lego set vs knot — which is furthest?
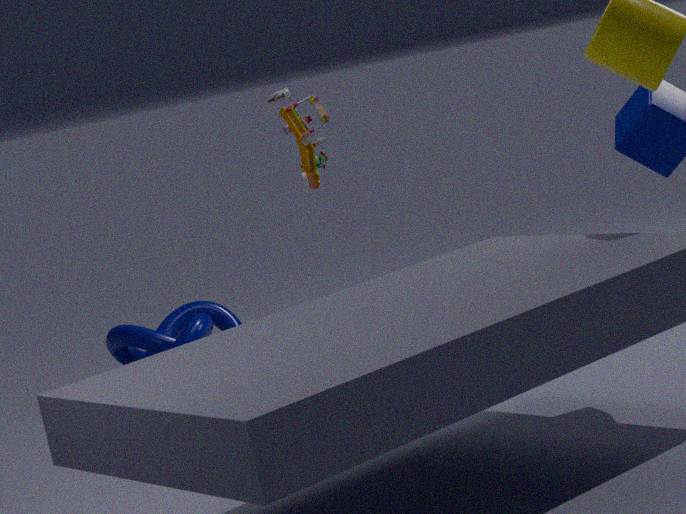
knot
